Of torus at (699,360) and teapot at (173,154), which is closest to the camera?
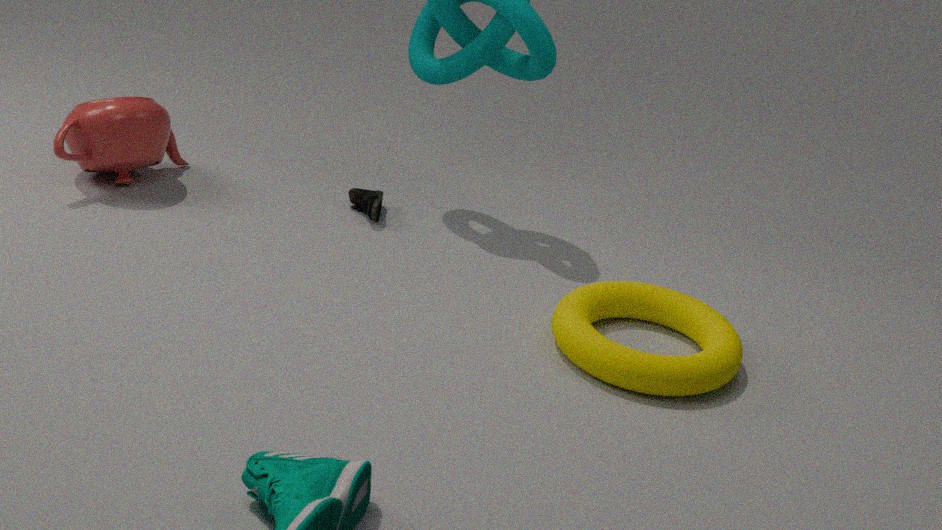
torus at (699,360)
